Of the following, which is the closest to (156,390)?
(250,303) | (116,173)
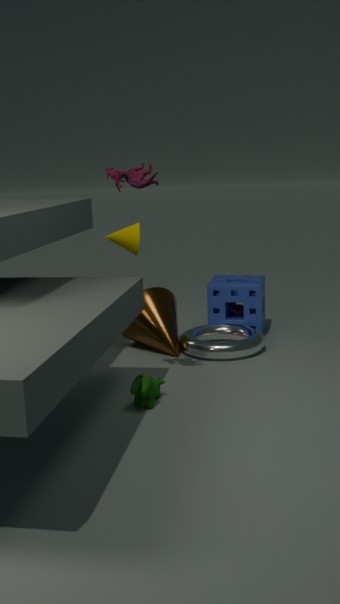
(116,173)
